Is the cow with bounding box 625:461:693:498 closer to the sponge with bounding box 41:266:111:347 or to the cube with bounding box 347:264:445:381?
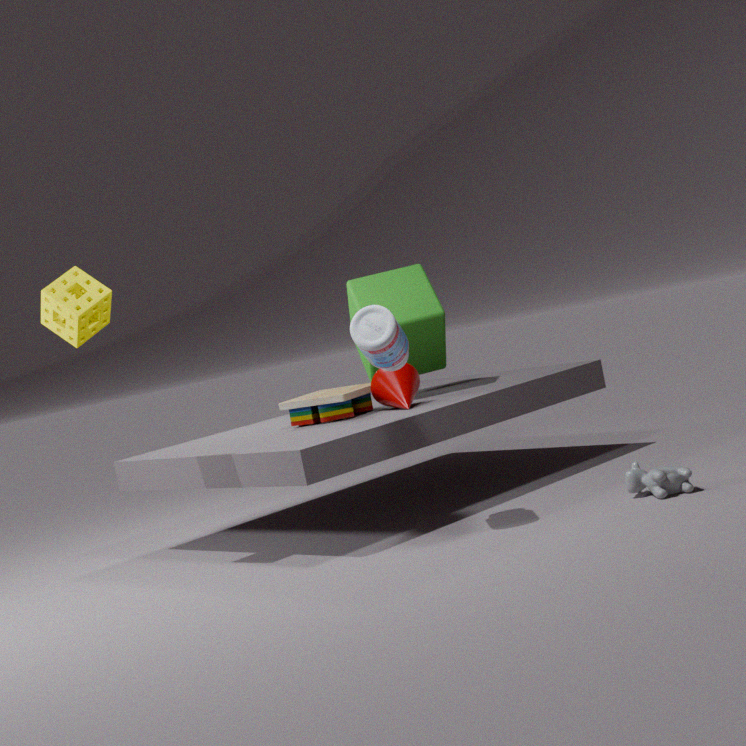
the cube with bounding box 347:264:445:381
